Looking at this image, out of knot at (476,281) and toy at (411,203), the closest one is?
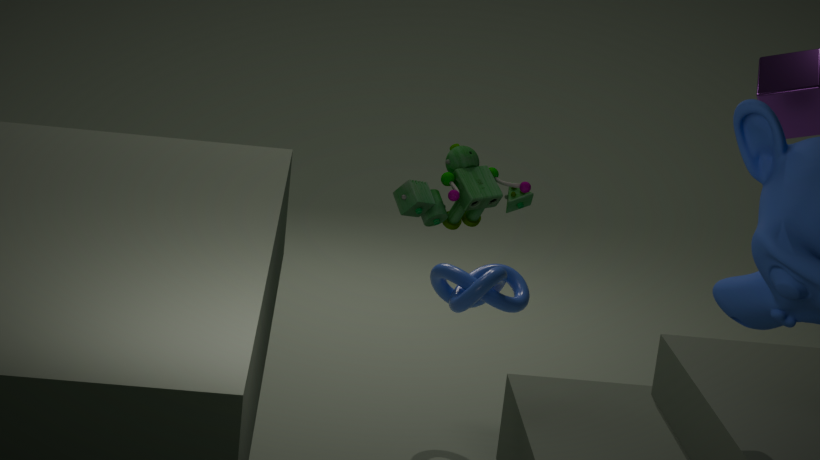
toy at (411,203)
